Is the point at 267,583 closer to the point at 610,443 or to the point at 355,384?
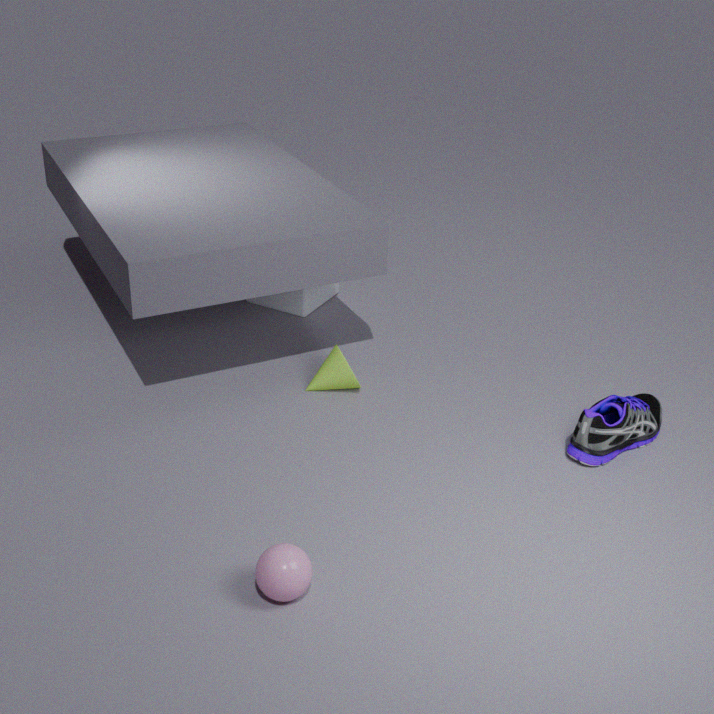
the point at 355,384
